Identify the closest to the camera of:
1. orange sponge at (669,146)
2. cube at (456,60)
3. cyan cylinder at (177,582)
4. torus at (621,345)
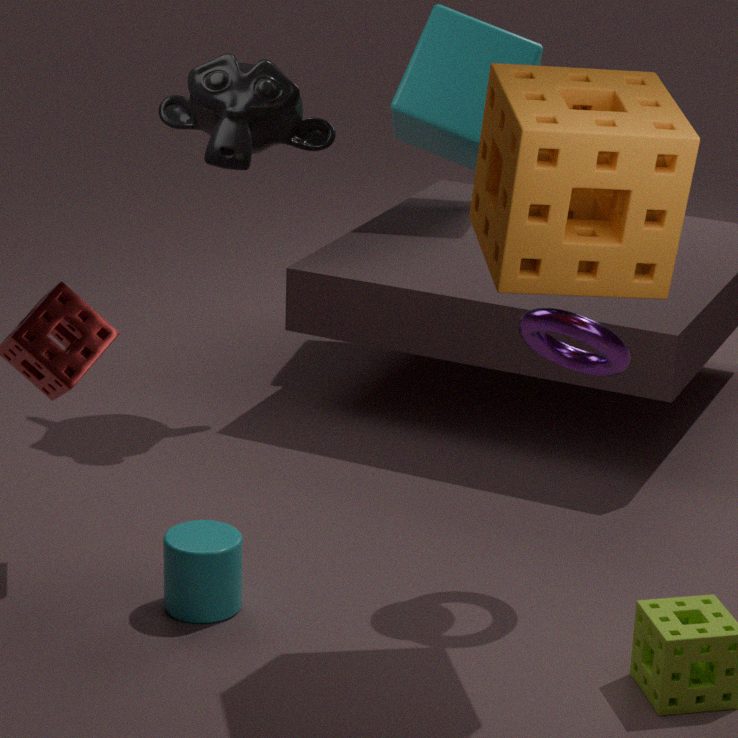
orange sponge at (669,146)
